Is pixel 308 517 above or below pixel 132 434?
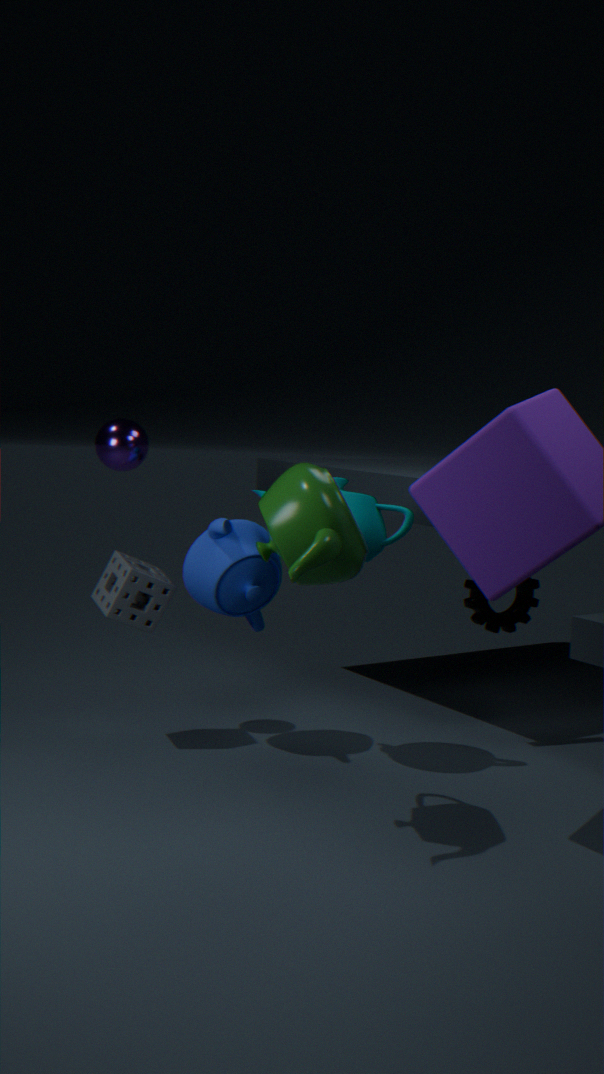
below
